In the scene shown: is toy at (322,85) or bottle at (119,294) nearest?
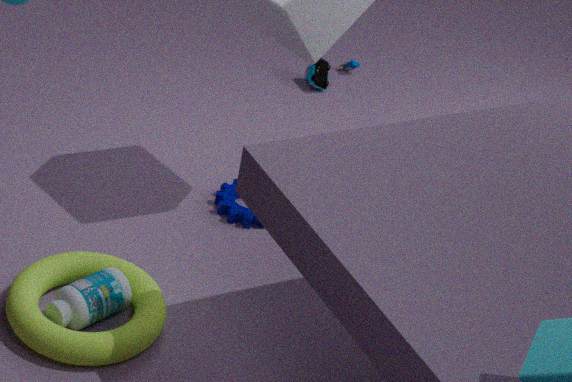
bottle at (119,294)
